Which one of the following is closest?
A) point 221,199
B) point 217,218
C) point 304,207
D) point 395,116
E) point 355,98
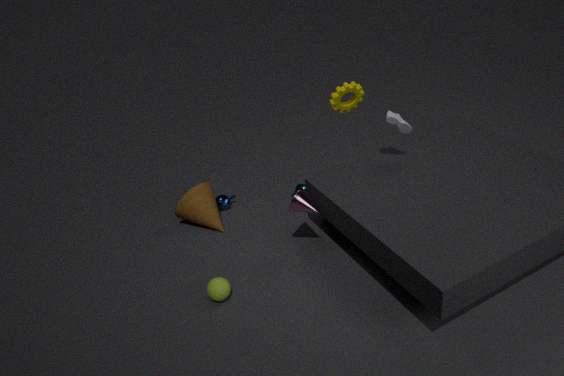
point 304,207
